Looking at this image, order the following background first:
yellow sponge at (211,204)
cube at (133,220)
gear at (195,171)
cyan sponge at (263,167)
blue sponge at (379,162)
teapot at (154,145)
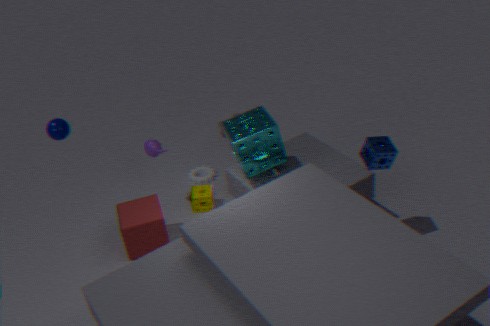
gear at (195,171) → yellow sponge at (211,204) → teapot at (154,145) → cube at (133,220) → cyan sponge at (263,167) → blue sponge at (379,162)
